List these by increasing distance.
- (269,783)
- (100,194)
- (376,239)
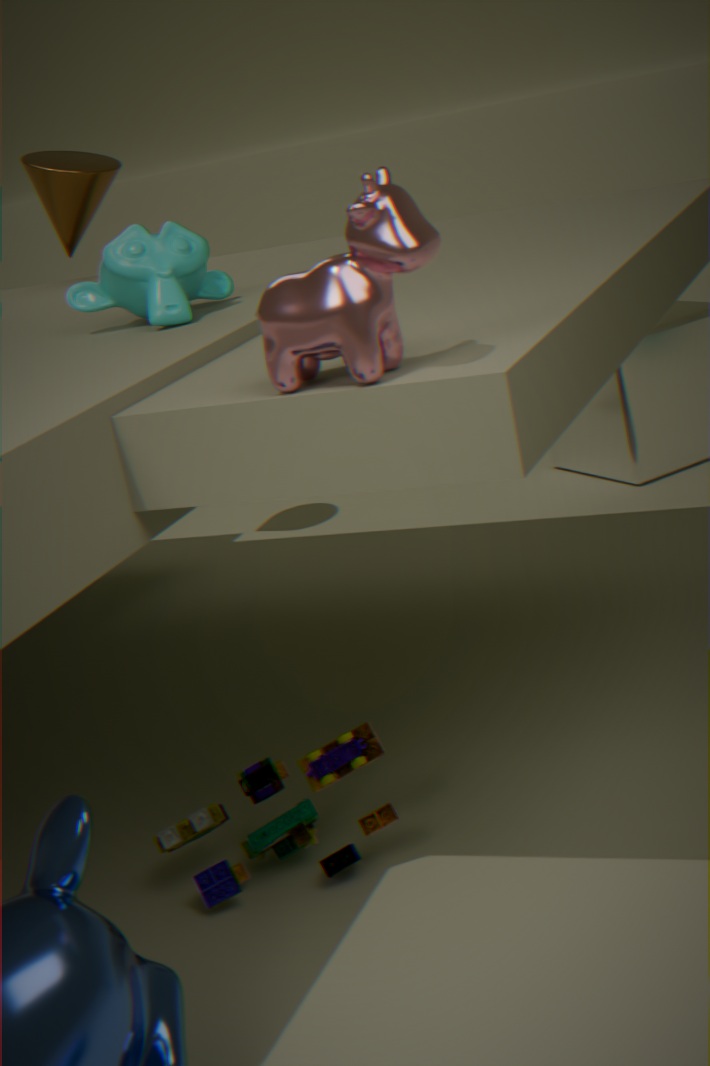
(376,239)
(269,783)
(100,194)
